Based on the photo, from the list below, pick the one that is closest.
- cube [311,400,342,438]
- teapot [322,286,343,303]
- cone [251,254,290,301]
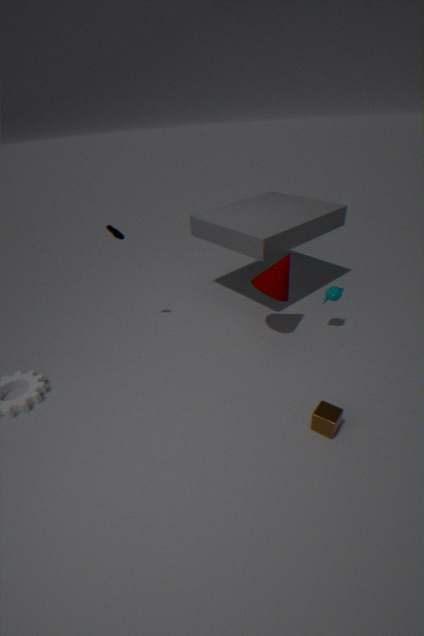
cube [311,400,342,438]
